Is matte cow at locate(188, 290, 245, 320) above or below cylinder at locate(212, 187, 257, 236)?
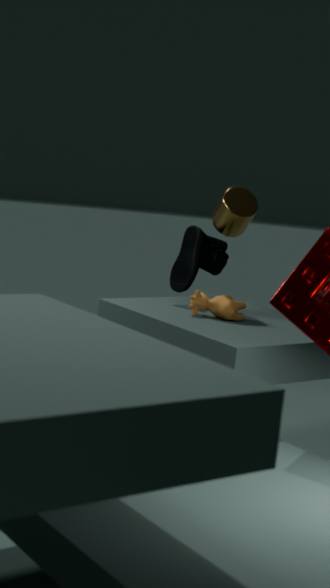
below
